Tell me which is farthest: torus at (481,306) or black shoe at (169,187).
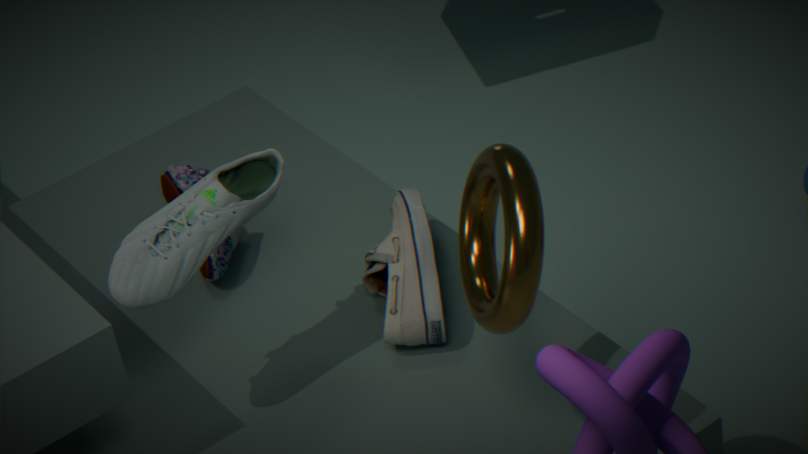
black shoe at (169,187)
